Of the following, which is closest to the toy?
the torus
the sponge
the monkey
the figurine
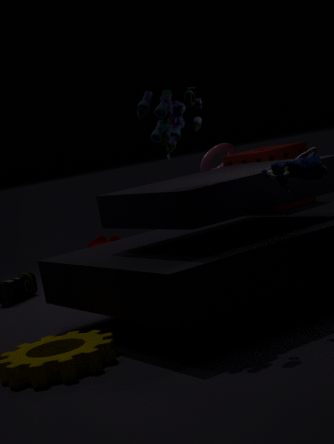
the figurine
